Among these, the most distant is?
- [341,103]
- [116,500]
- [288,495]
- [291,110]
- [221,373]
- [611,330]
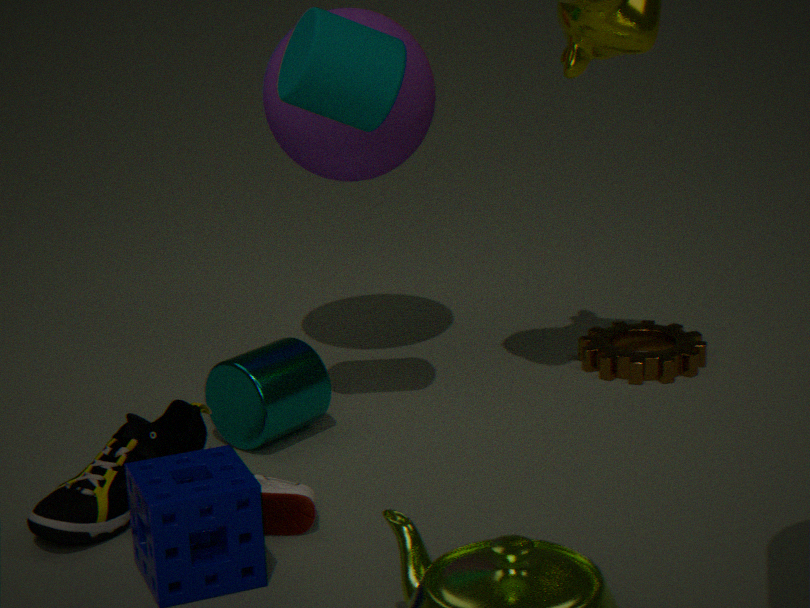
[611,330]
